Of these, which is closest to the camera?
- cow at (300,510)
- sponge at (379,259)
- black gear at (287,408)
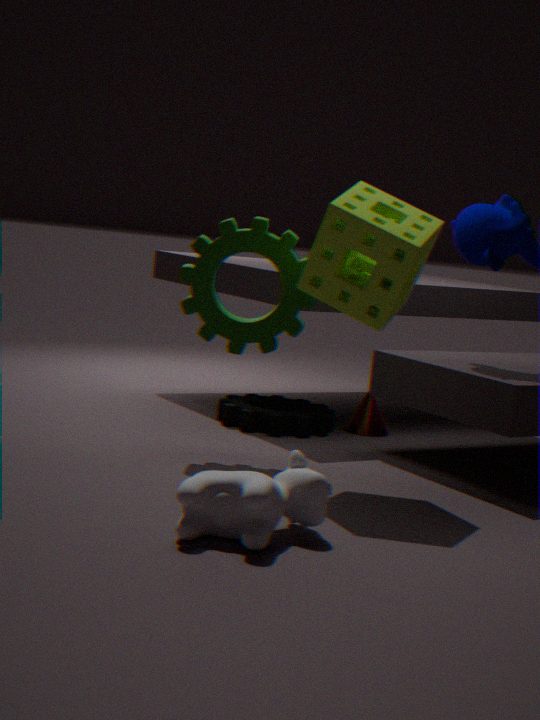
cow at (300,510)
